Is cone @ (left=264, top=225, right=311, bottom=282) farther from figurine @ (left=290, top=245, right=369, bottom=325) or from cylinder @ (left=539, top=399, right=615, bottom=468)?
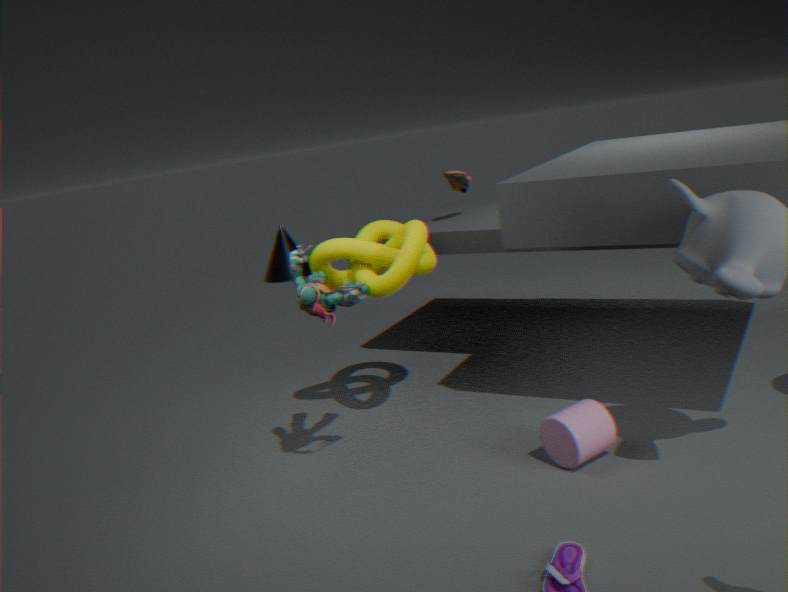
cylinder @ (left=539, top=399, right=615, bottom=468)
